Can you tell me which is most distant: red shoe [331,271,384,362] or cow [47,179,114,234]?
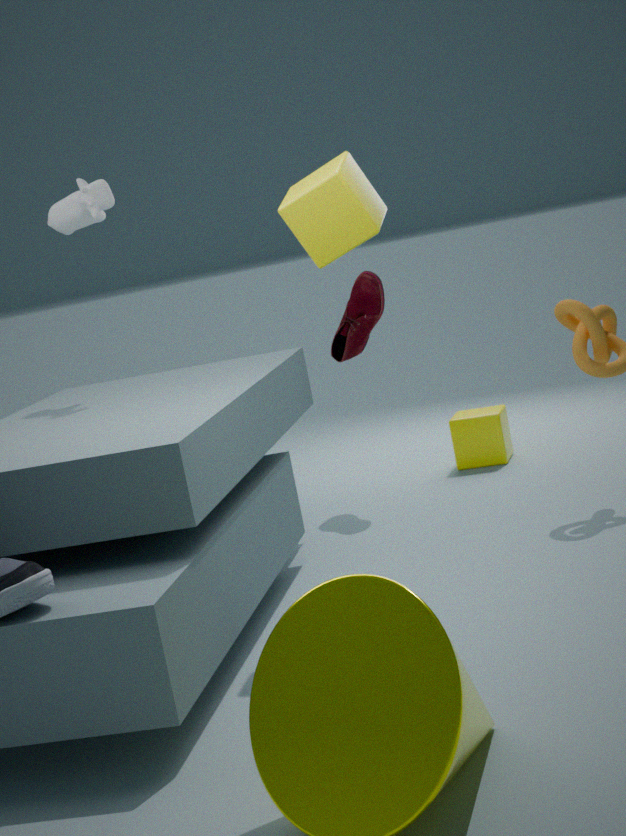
red shoe [331,271,384,362]
